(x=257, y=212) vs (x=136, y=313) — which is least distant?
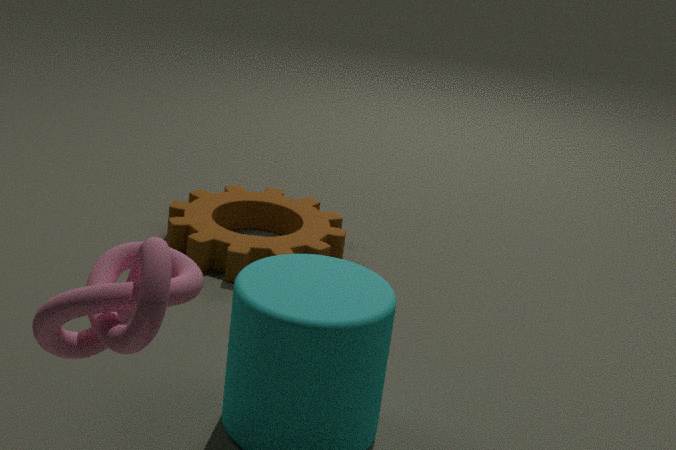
(x=136, y=313)
